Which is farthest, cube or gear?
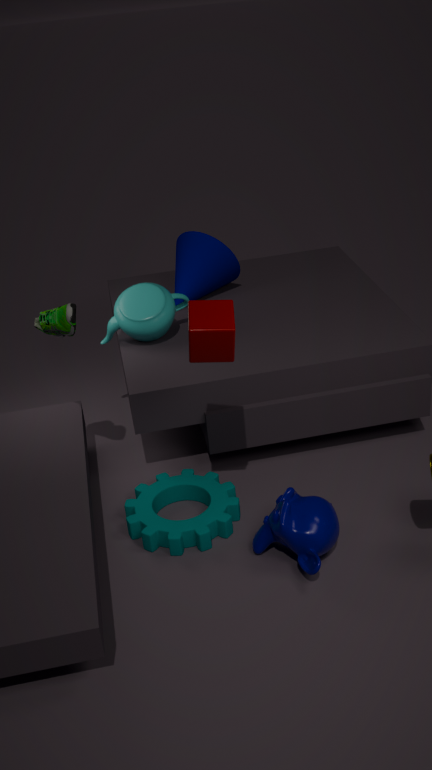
gear
